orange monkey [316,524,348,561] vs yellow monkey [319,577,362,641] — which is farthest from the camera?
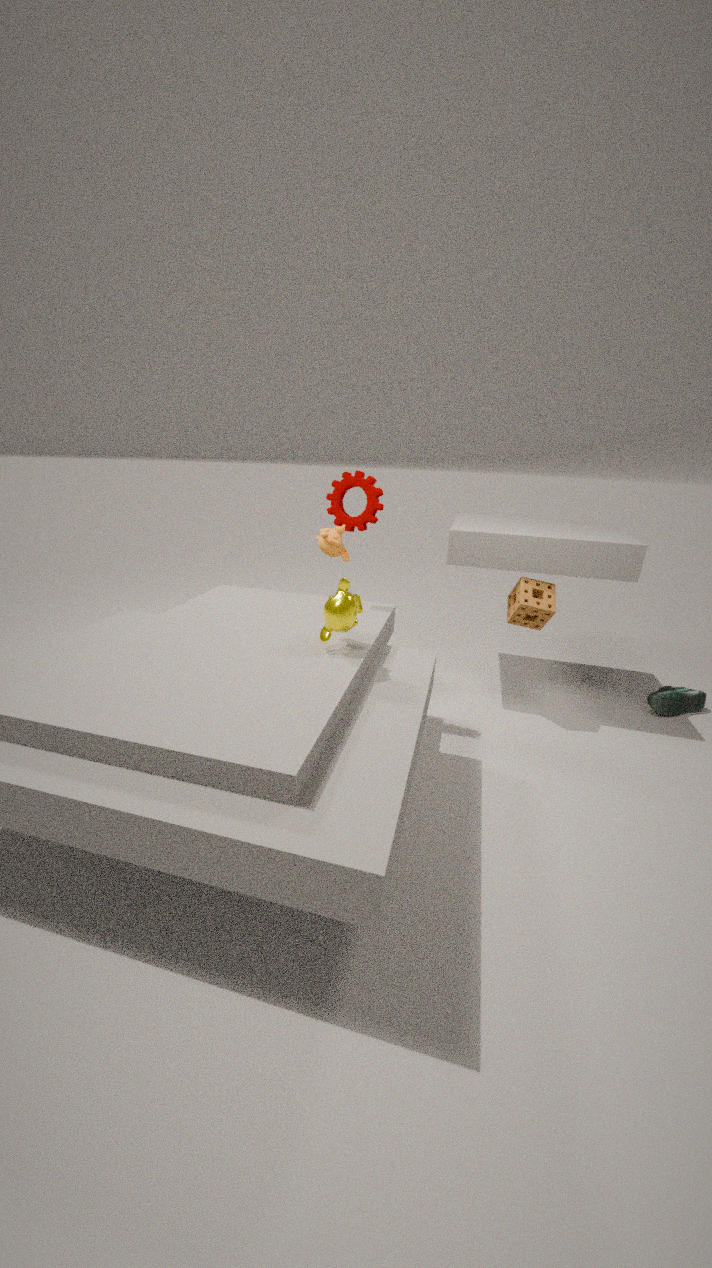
orange monkey [316,524,348,561]
